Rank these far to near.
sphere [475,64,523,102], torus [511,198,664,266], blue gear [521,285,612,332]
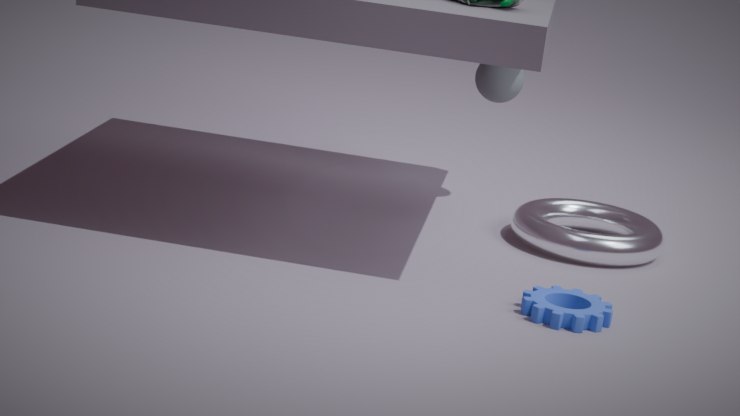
sphere [475,64,523,102] < torus [511,198,664,266] < blue gear [521,285,612,332]
